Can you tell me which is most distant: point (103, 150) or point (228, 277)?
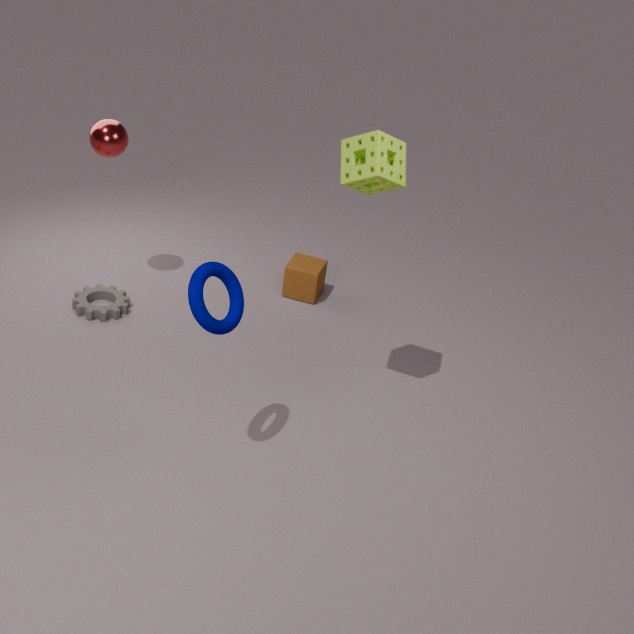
point (103, 150)
